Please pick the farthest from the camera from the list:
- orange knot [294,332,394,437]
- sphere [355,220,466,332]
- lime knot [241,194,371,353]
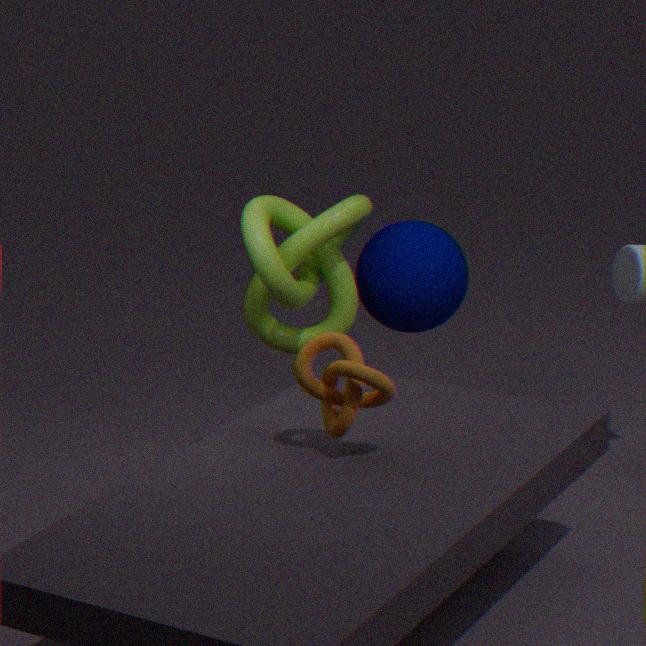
sphere [355,220,466,332]
